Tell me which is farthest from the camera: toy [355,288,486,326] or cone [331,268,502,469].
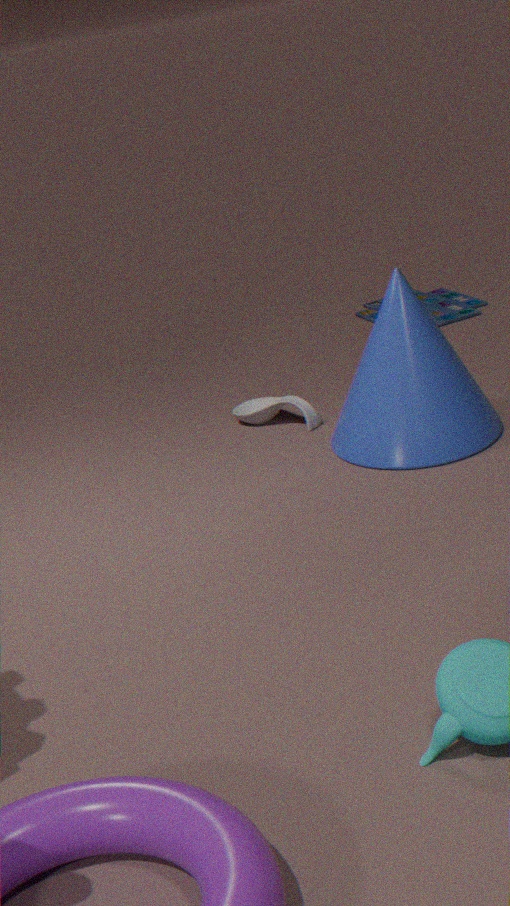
toy [355,288,486,326]
